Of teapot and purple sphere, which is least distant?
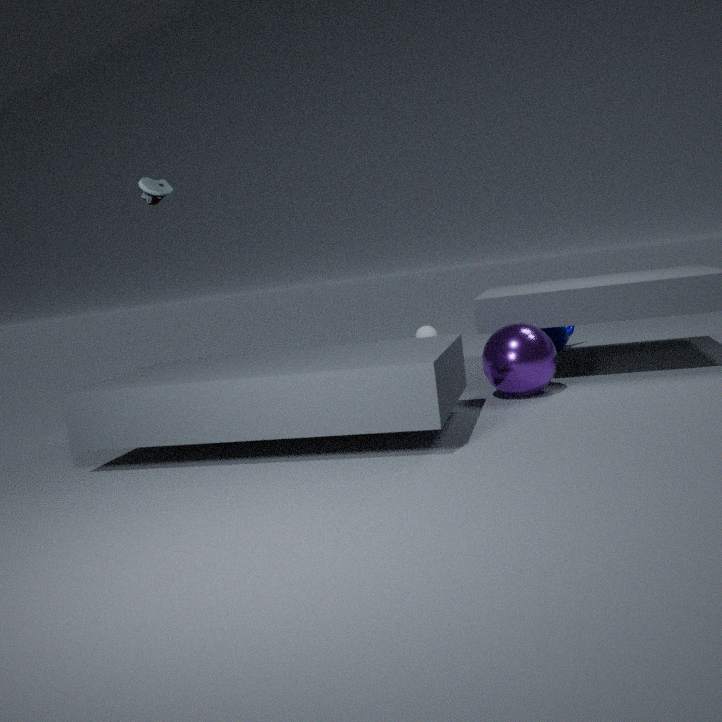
purple sphere
